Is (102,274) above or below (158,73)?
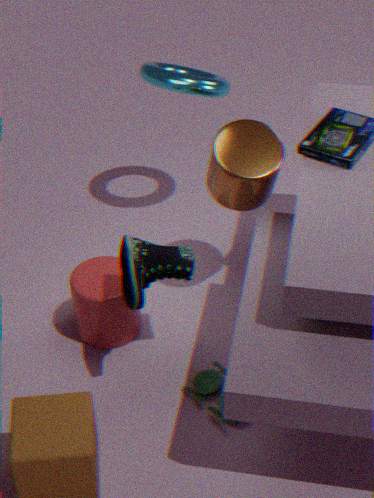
below
